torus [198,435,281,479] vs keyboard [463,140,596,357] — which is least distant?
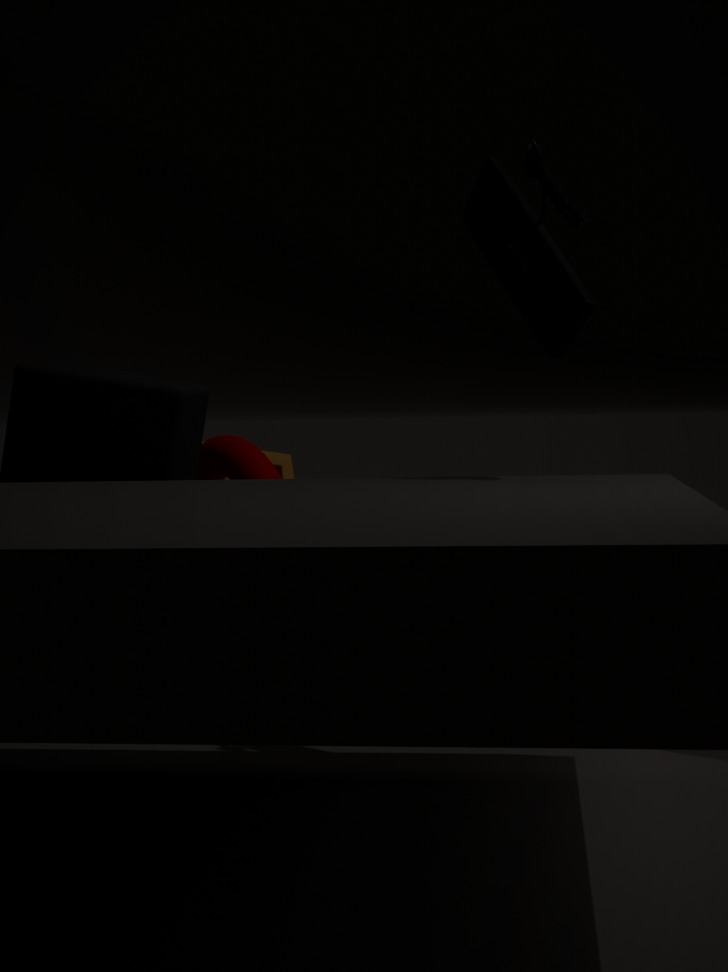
keyboard [463,140,596,357]
